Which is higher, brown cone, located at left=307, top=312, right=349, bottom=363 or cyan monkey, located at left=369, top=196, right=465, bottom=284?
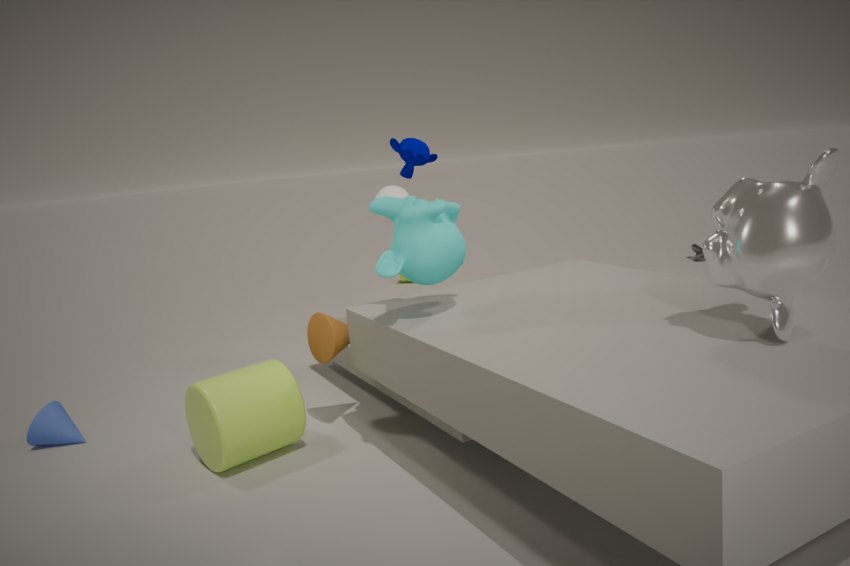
cyan monkey, located at left=369, top=196, right=465, bottom=284
